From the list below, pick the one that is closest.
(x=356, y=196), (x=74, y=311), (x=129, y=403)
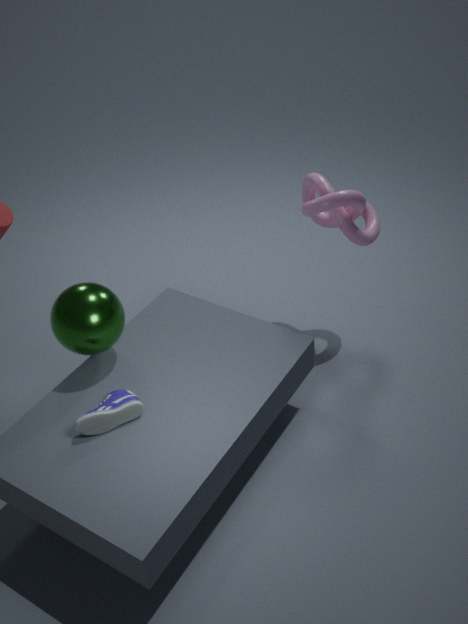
(x=129, y=403)
